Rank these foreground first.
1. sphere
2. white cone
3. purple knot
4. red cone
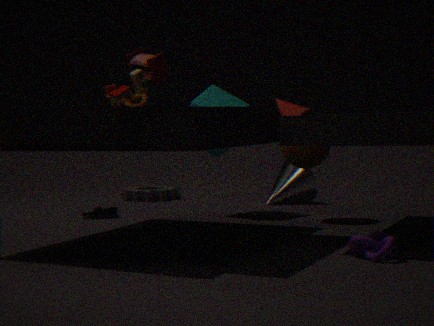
purple knot, red cone, sphere, white cone
